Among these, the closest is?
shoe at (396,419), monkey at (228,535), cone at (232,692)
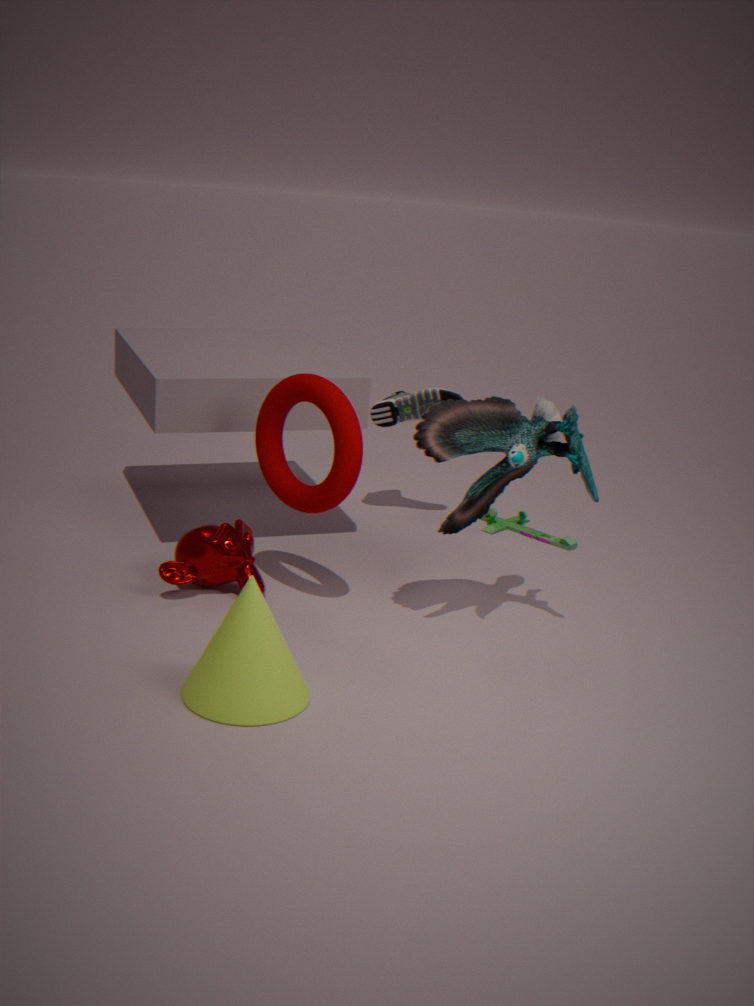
cone at (232,692)
